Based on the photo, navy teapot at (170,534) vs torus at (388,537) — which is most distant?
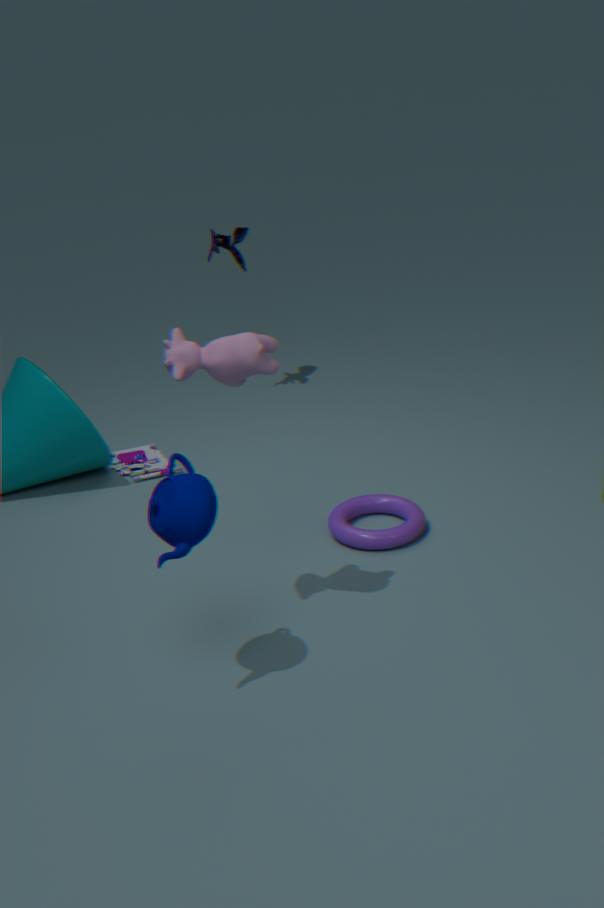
torus at (388,537)
